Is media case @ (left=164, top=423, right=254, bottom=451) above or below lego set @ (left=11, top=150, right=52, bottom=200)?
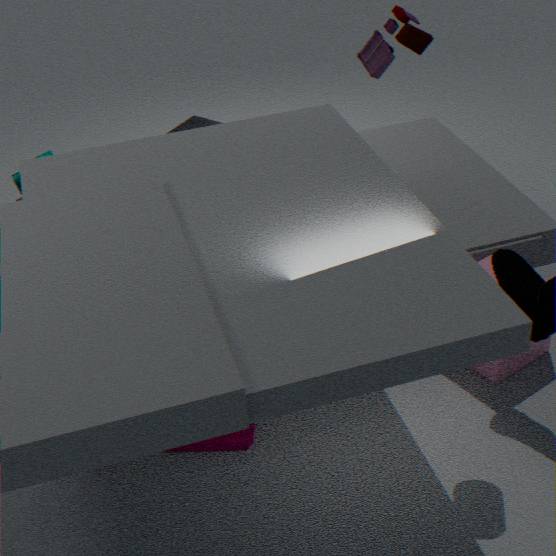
below
